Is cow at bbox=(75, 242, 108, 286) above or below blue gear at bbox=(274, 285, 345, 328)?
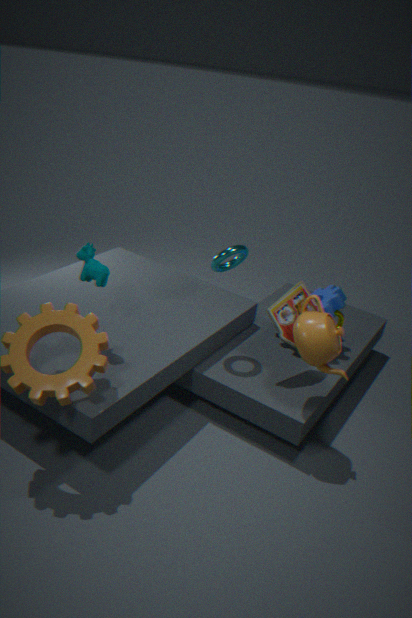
above
